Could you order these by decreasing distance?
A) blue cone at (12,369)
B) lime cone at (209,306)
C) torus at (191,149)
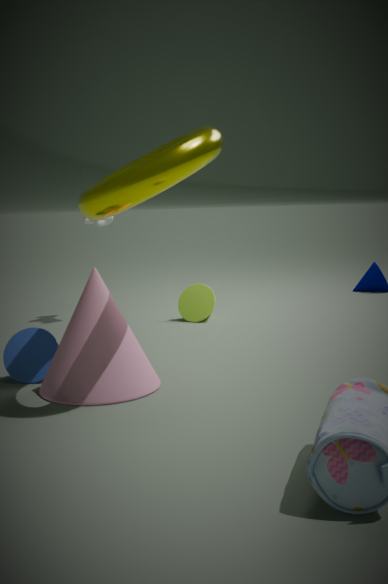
lime cone at (209,306) → blue cone at (12,369) → torus at (191,149)
